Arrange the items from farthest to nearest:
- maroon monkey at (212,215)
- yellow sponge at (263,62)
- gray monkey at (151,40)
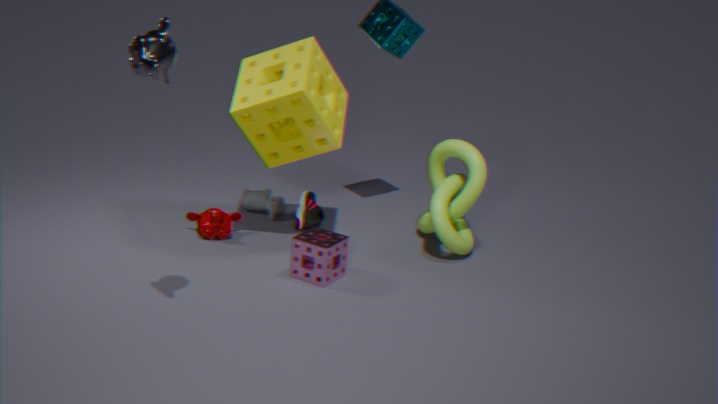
1. maroon monkey at (212,215)
2. yellow sponge at (263,62)
3. gray monkey at (151,40)
